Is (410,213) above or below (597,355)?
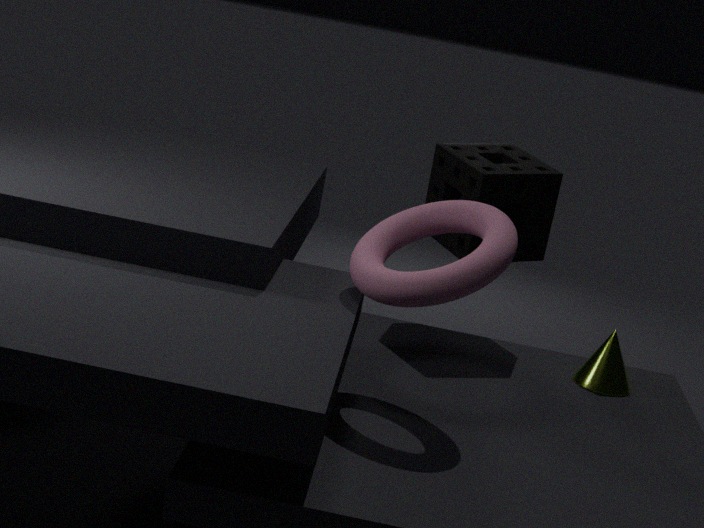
above
